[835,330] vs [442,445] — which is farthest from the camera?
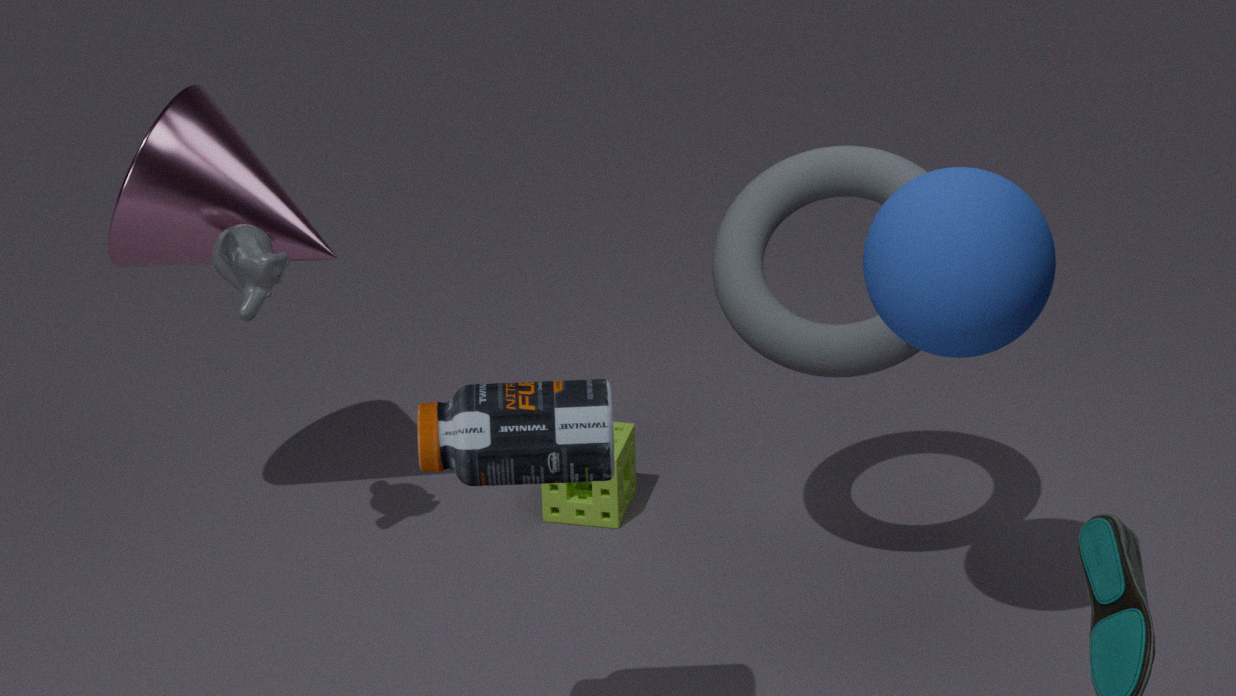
[835,330]
